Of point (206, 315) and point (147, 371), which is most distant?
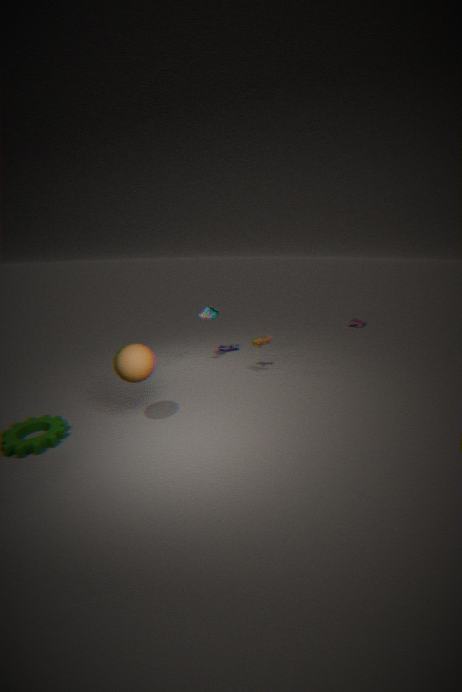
point (206, 315)
